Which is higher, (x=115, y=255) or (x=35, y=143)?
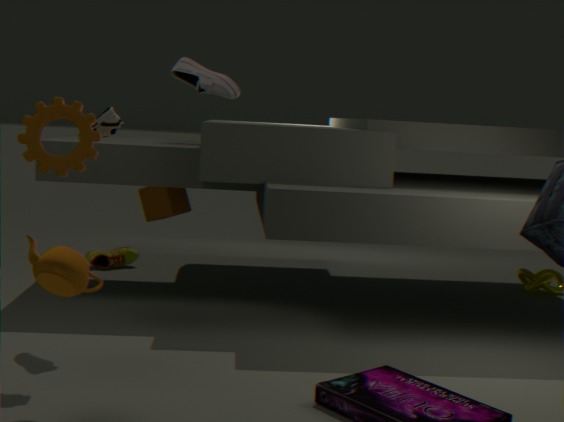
(x=35, y=143)
